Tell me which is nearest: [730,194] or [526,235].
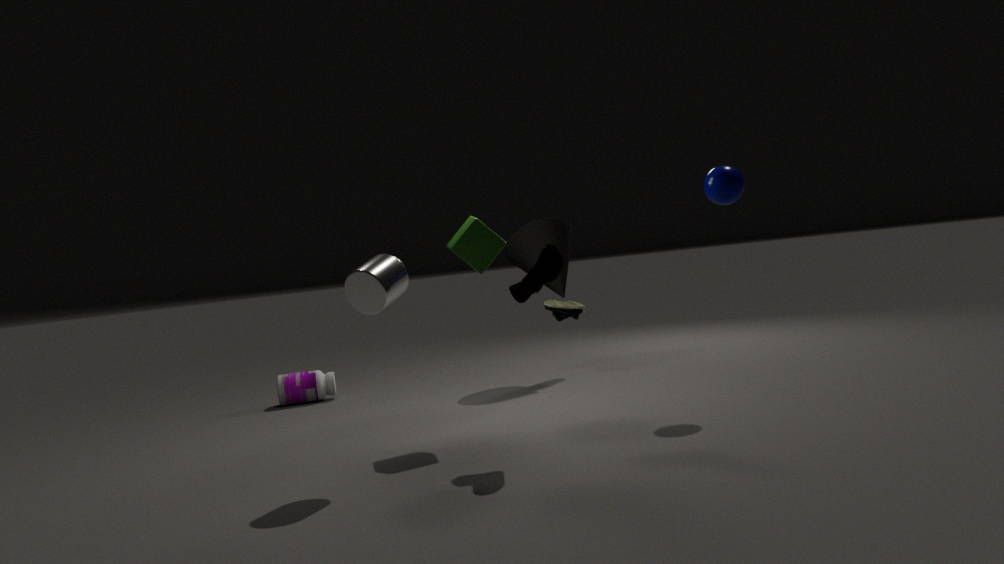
[730,194]
